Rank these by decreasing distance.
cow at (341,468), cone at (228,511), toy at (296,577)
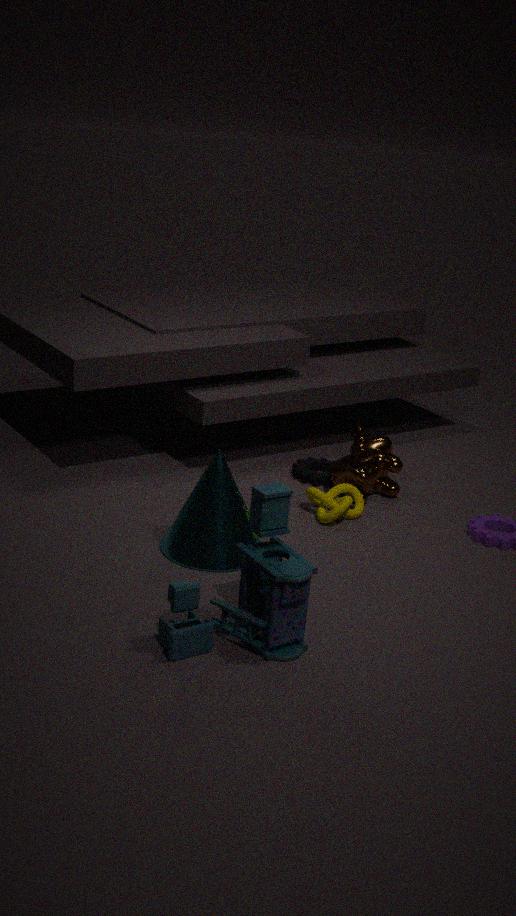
cow at (341,468)
cone at (228,511)
toy at (296,577)
